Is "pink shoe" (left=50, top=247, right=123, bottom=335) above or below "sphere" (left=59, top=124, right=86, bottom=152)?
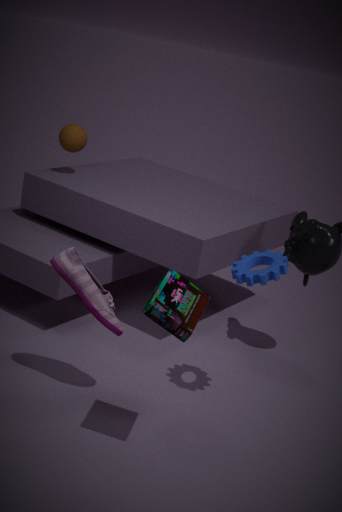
below
